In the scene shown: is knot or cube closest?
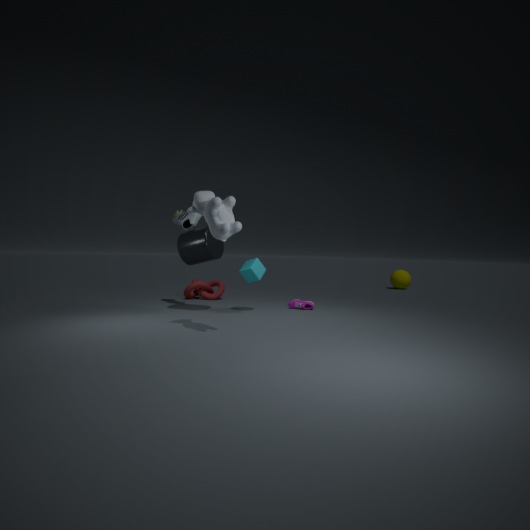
cube
